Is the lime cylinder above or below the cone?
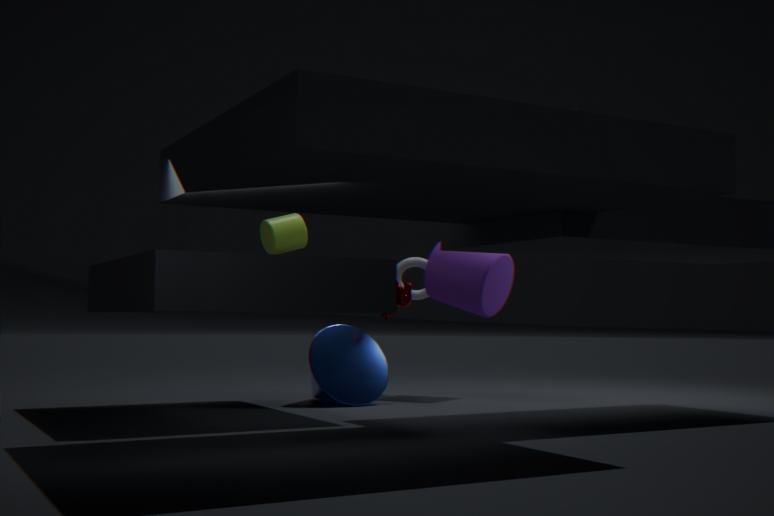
above
